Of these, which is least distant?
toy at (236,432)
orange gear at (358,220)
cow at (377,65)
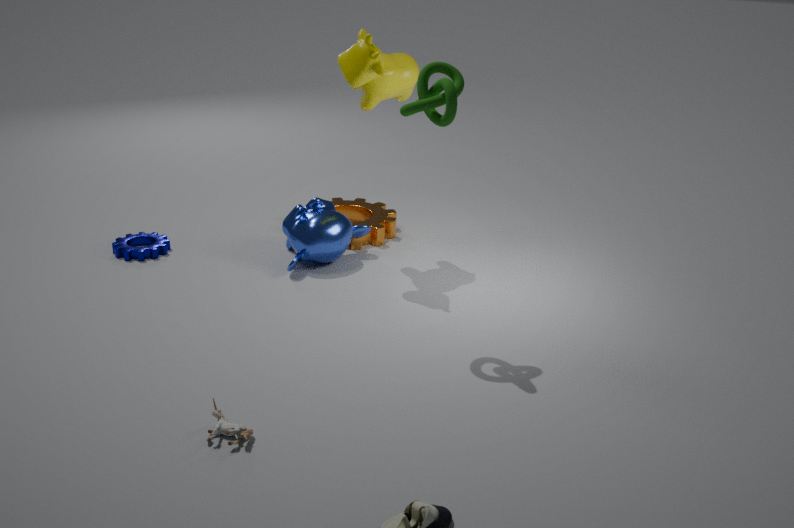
toy at (236,432)
